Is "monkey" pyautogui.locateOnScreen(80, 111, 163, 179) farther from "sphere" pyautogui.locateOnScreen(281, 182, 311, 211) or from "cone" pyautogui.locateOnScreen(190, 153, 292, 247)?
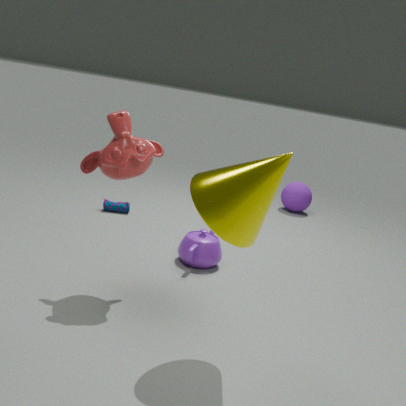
"sphere" pyautogui.locateOnScreen(281, 182, 311, 211)
